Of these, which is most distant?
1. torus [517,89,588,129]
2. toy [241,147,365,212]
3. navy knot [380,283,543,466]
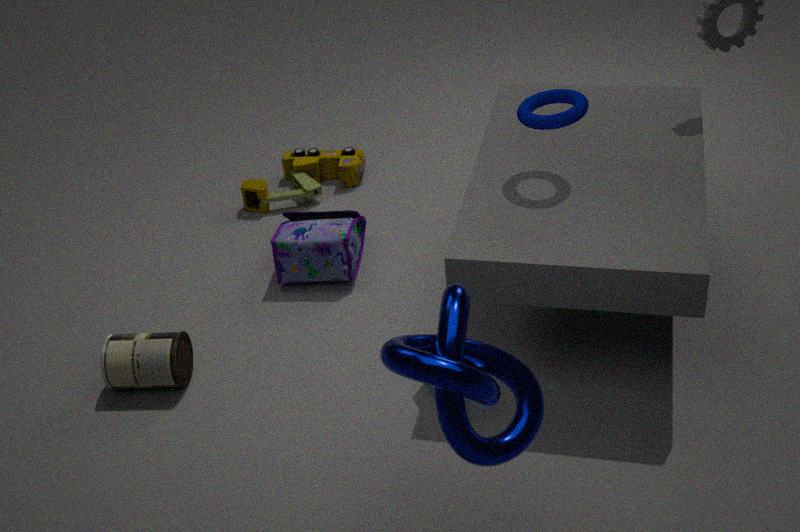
toy [241,147,365,212]
